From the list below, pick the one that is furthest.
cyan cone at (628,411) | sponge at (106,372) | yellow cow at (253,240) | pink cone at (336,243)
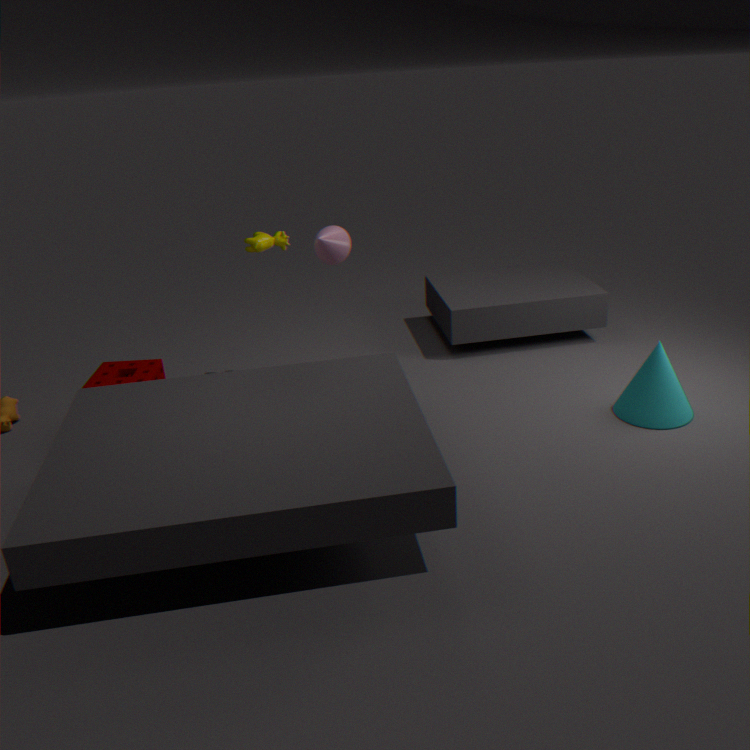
yellow cow at (253,240)
